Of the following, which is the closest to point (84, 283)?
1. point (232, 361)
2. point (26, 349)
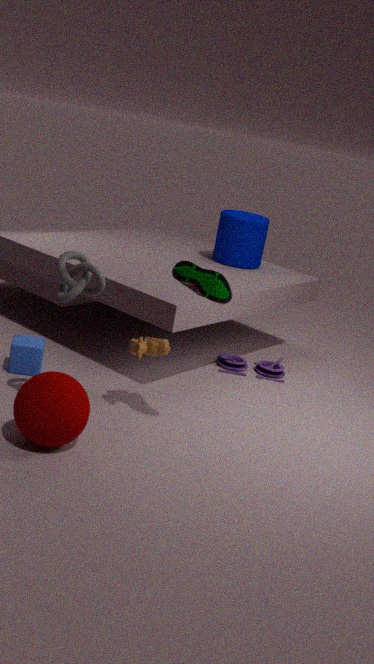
point (26, 349)
